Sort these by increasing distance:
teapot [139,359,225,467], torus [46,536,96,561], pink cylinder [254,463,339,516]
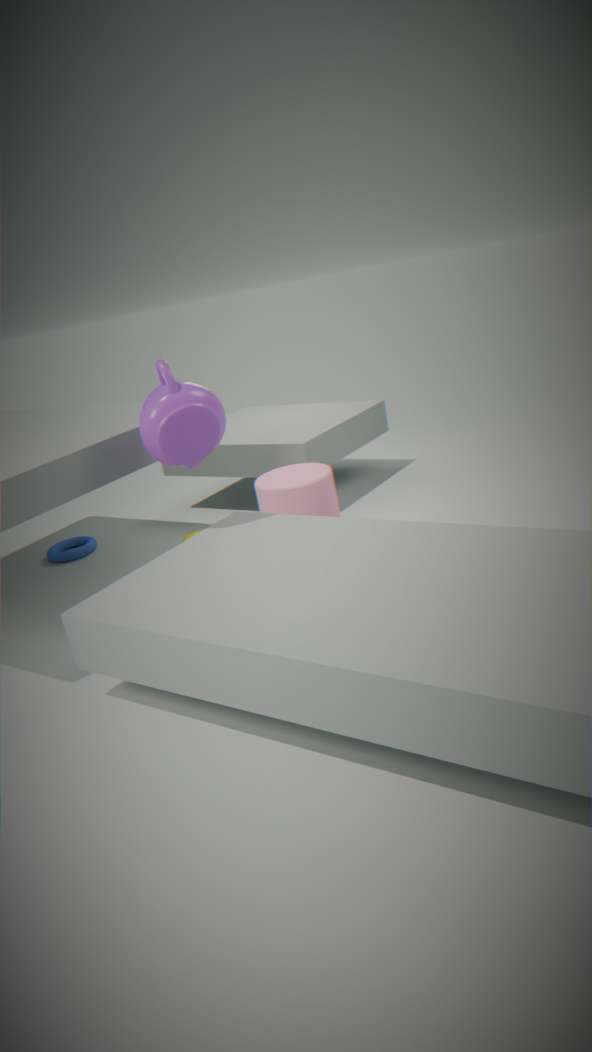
teapot [139,359,225,467]
pink cylinder [254,463,339,516]
torus [46,536,96,561]
